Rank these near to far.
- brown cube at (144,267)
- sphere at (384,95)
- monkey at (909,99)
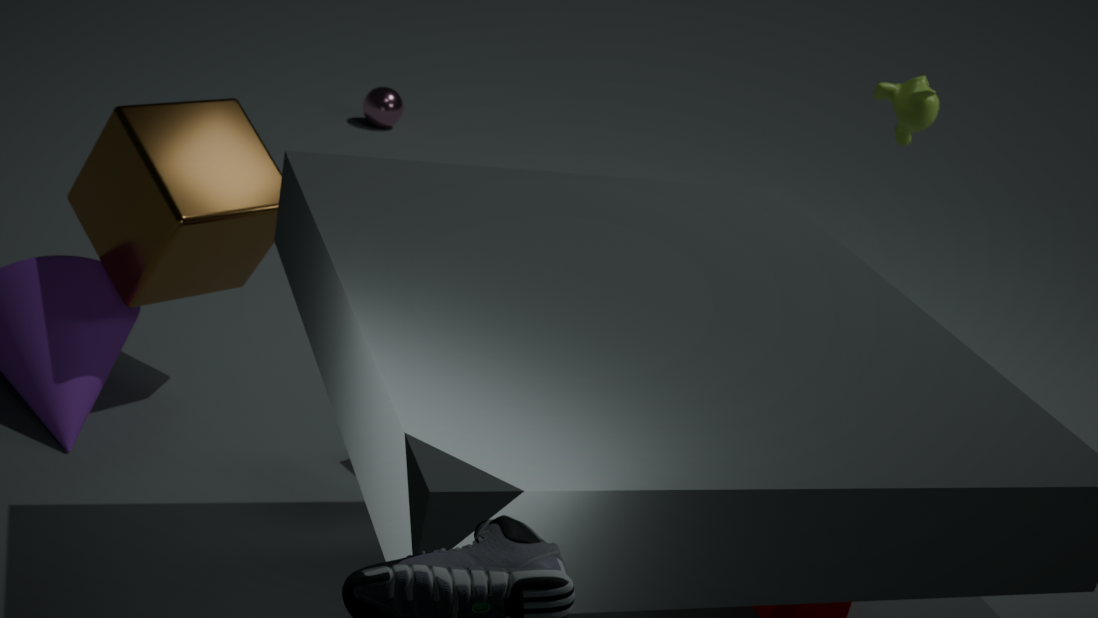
brown cube at (144,267)
monkey at (909,99)
sphere at (384,95)
